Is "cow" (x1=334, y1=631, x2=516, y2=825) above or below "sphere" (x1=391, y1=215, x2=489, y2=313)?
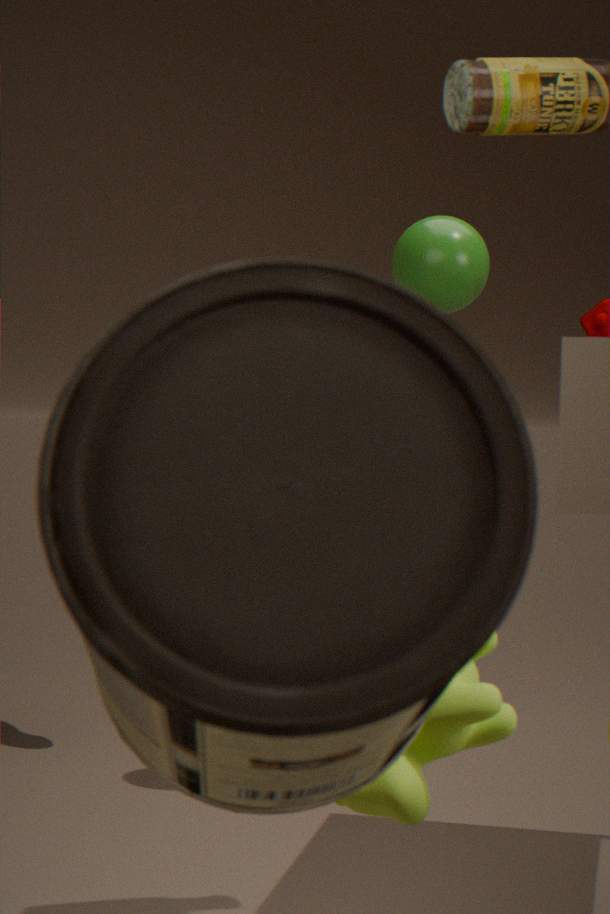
below
